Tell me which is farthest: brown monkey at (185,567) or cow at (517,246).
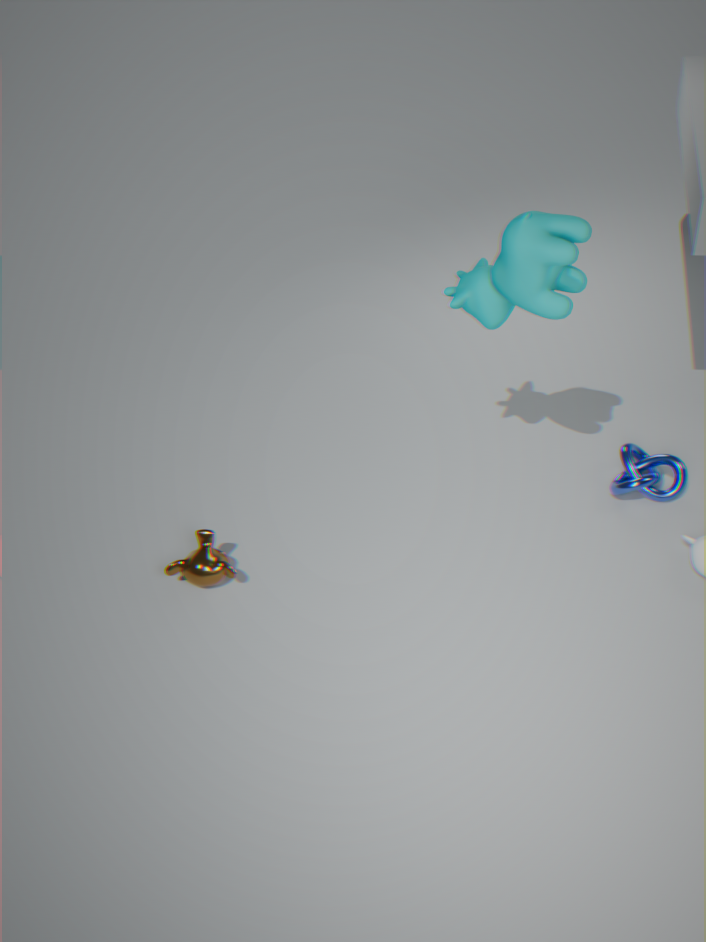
brown monkey at (185,567)
